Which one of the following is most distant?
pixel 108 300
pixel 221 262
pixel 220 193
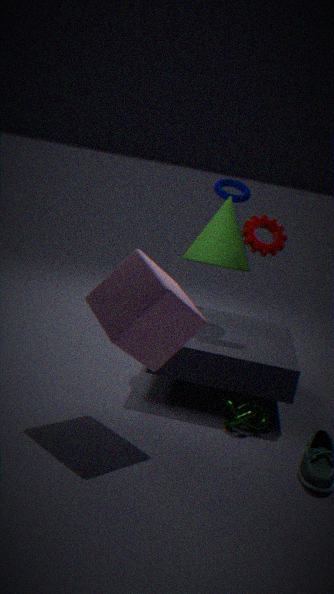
pixel 220 193
